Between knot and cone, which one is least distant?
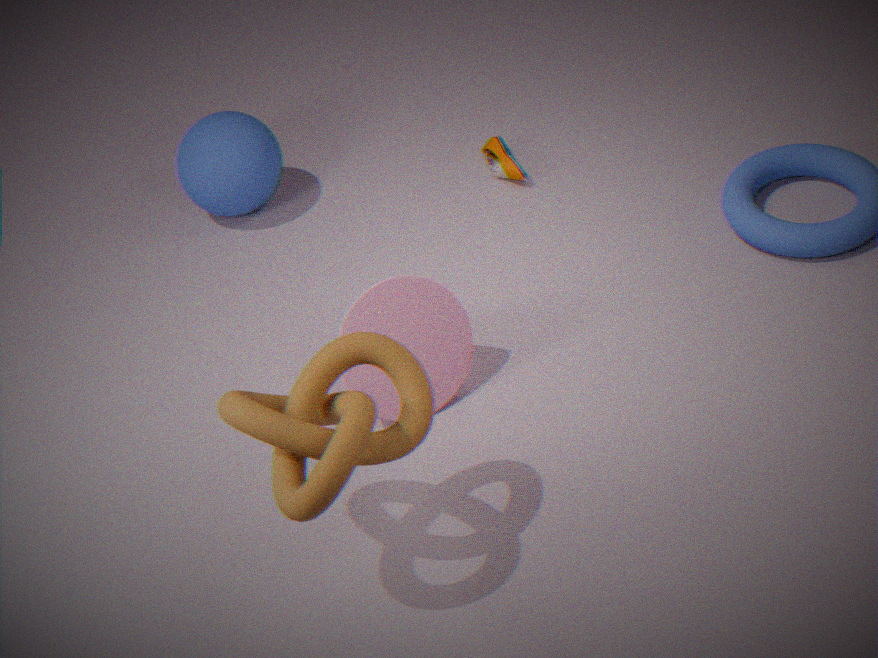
A: knot
